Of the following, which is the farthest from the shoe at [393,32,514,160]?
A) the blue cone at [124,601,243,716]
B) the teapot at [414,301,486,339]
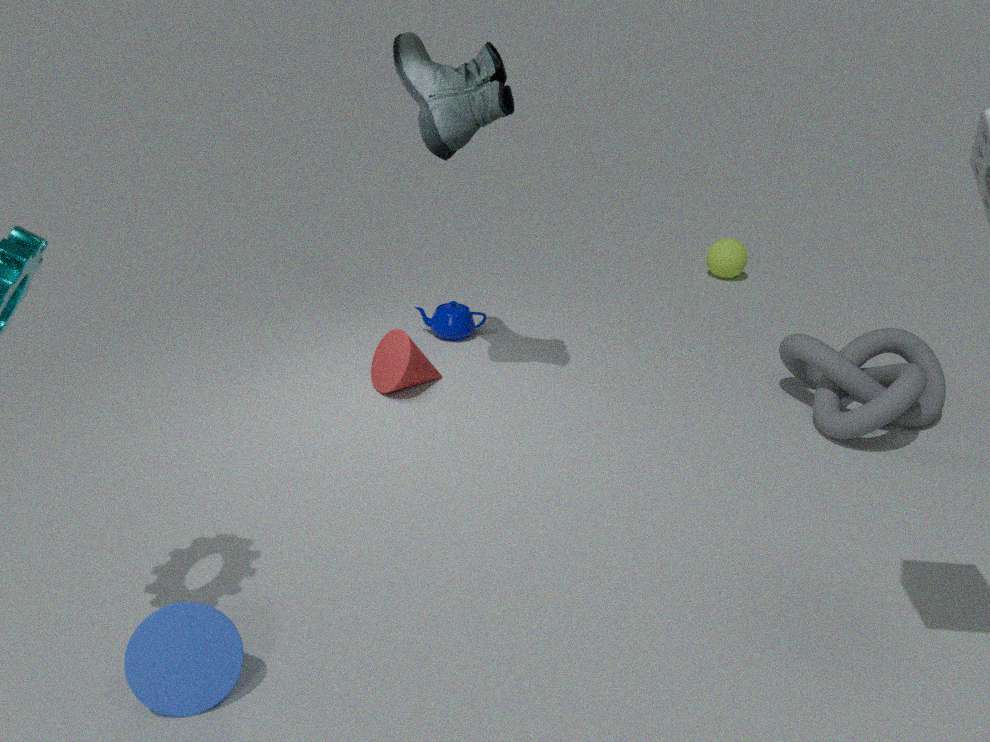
the blue cone at [124,601,243,716]
